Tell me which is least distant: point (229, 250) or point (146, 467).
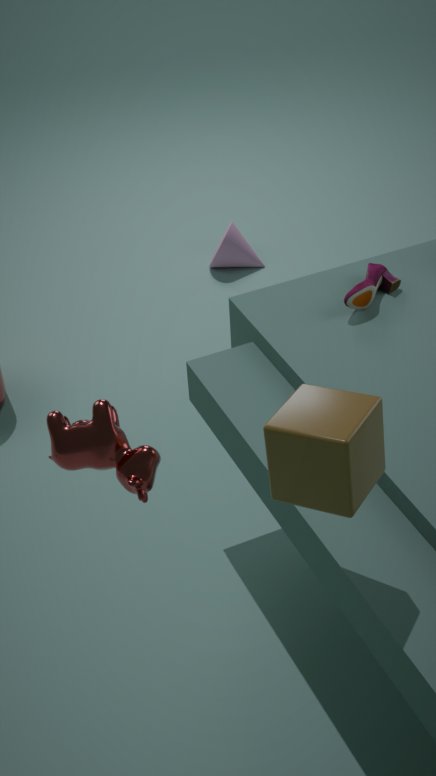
point (146, 467)
